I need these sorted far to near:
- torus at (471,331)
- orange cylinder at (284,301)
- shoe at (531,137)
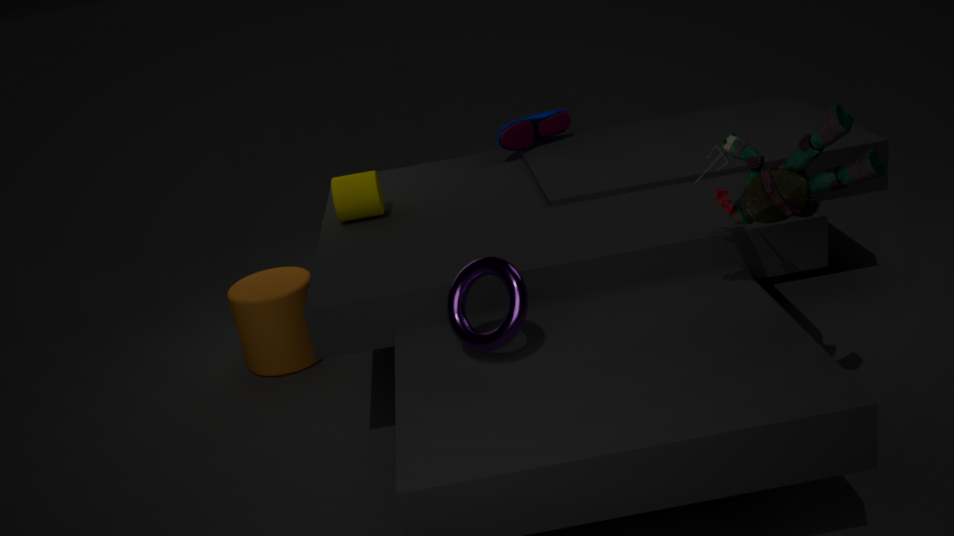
shoe at (531,137) → orange cylinder at (284,301) → torus at (471,331)
